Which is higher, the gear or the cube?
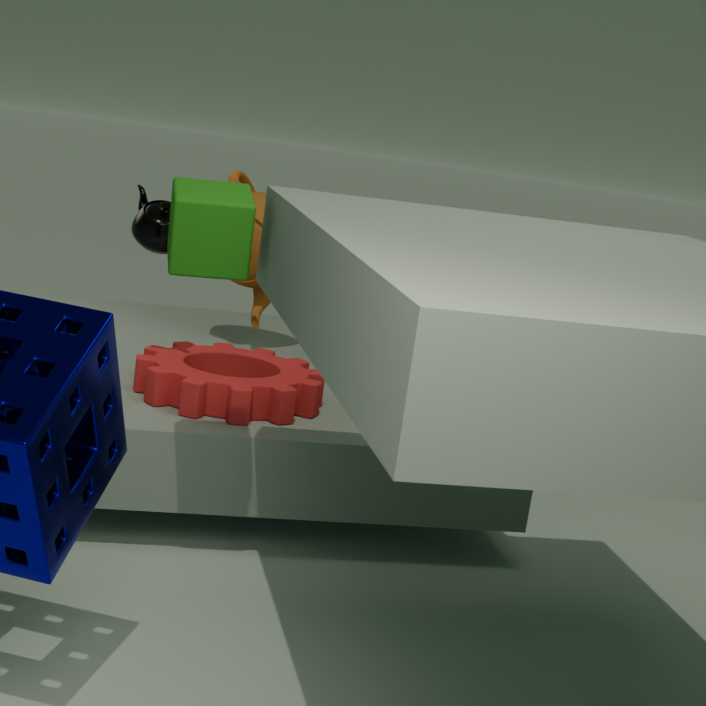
the cube
